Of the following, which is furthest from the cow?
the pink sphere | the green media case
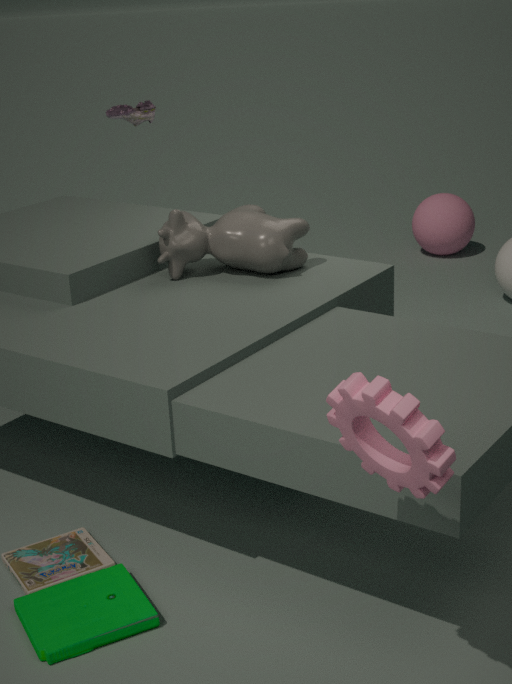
the pink sphere
